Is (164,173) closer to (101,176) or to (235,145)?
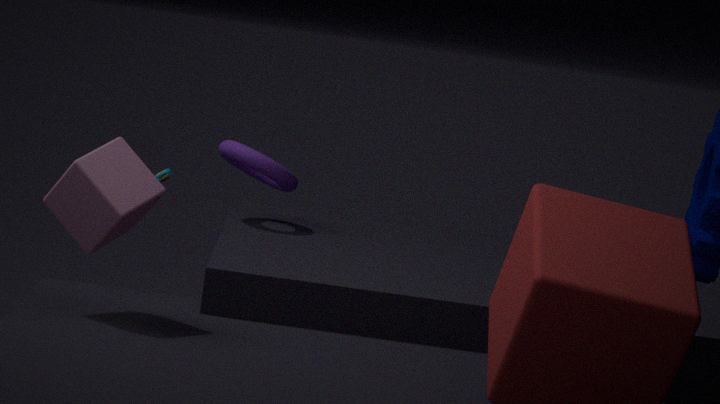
(235,145)
